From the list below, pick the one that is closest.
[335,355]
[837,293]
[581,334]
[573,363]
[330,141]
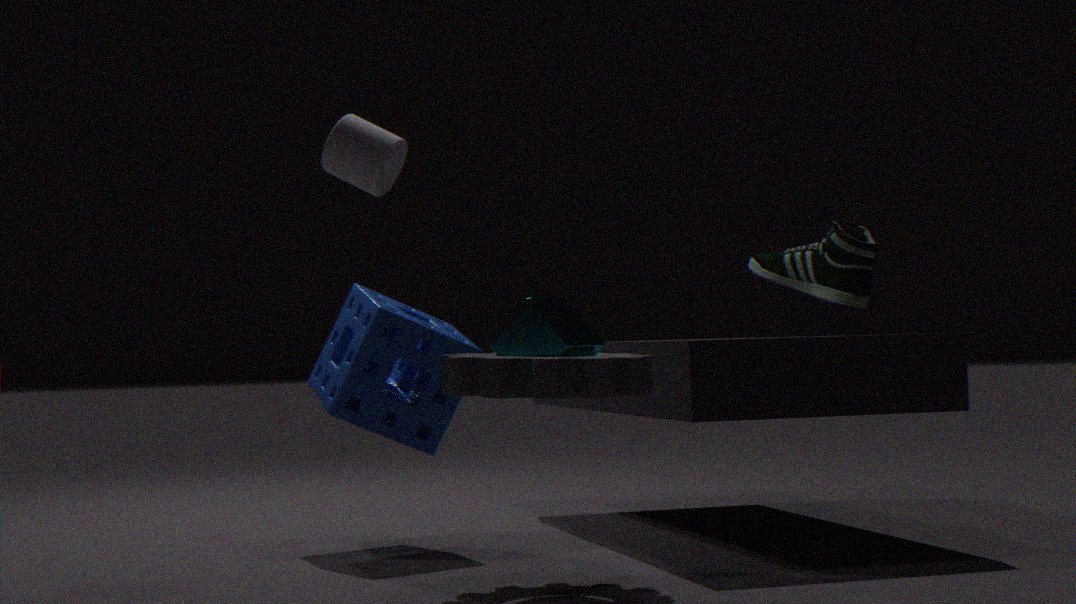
[573,363]
